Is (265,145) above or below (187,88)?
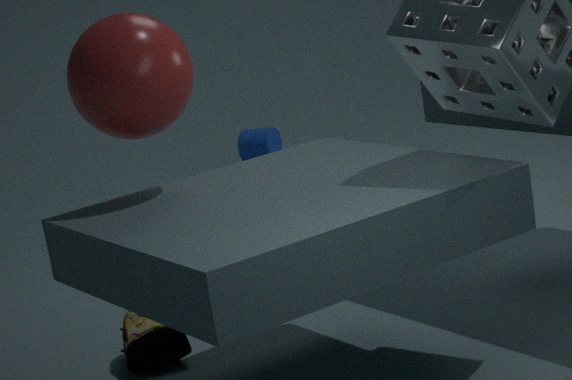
below
